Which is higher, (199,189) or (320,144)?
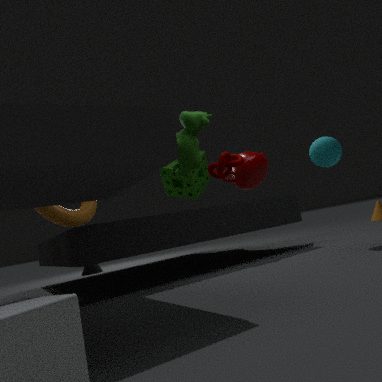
(199,189)
